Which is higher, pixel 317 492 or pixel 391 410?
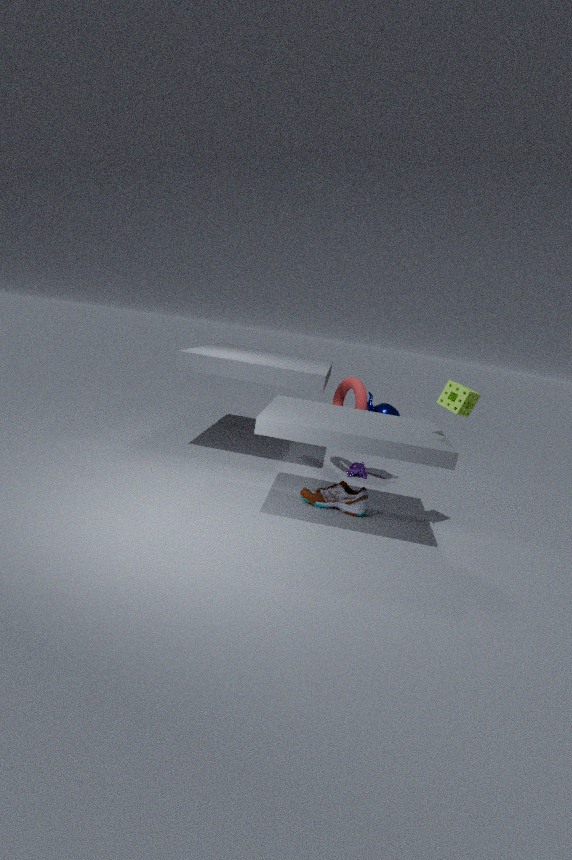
pixel 391 410
